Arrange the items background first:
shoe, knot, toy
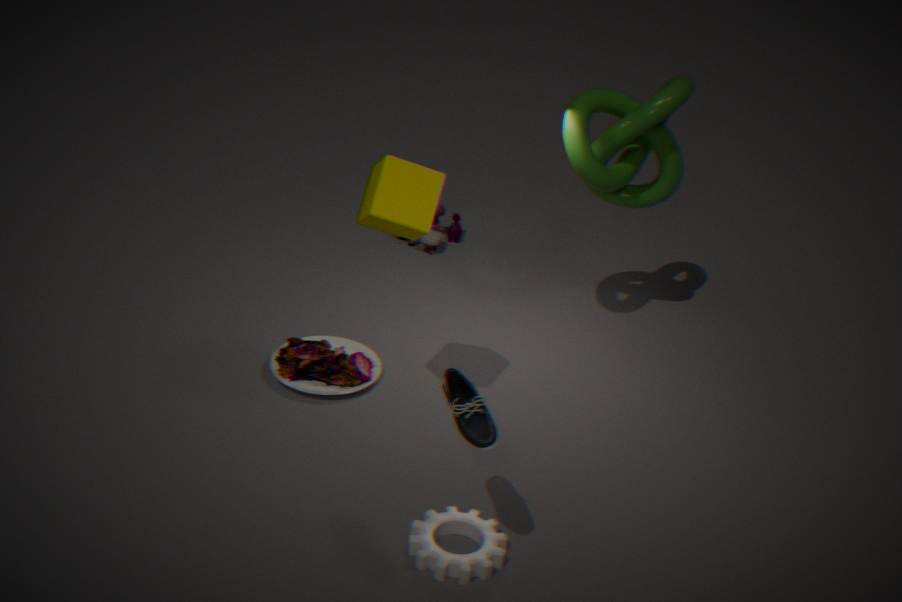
toy, knot, shoe
